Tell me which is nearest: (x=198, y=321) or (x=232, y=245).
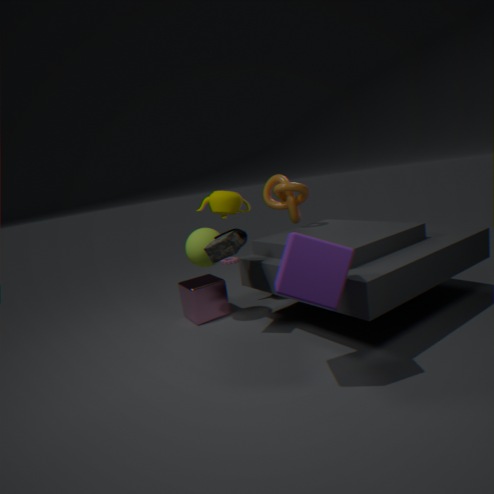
(x=232, y=245)
